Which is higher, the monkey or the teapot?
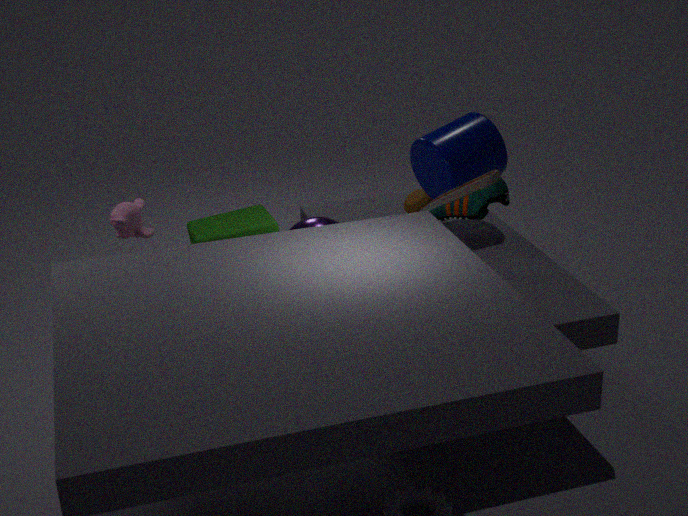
the monkey
